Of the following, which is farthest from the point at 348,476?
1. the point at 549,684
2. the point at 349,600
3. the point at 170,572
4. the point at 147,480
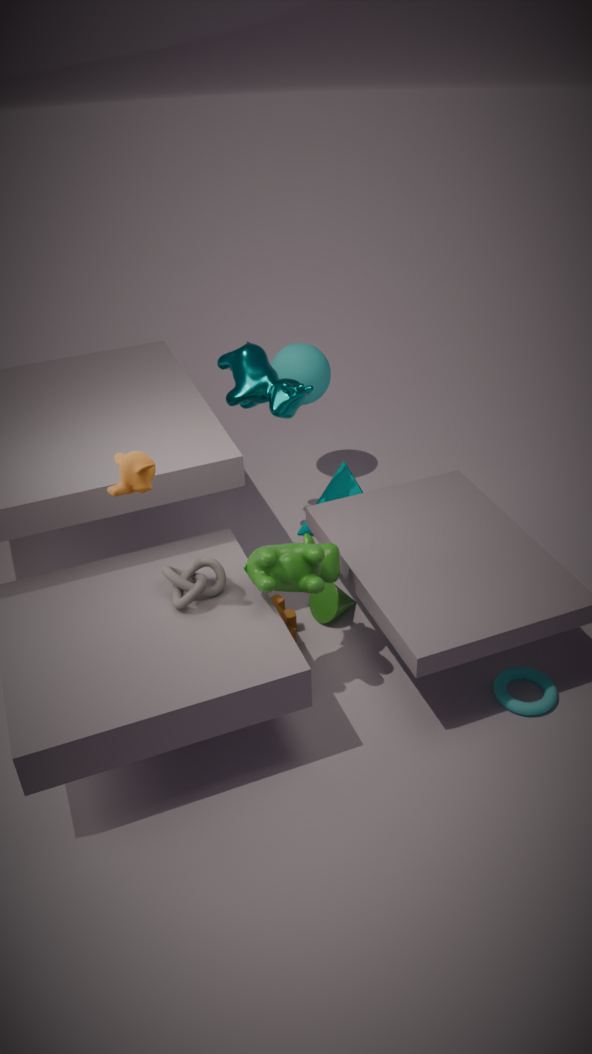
the point at 147,480
